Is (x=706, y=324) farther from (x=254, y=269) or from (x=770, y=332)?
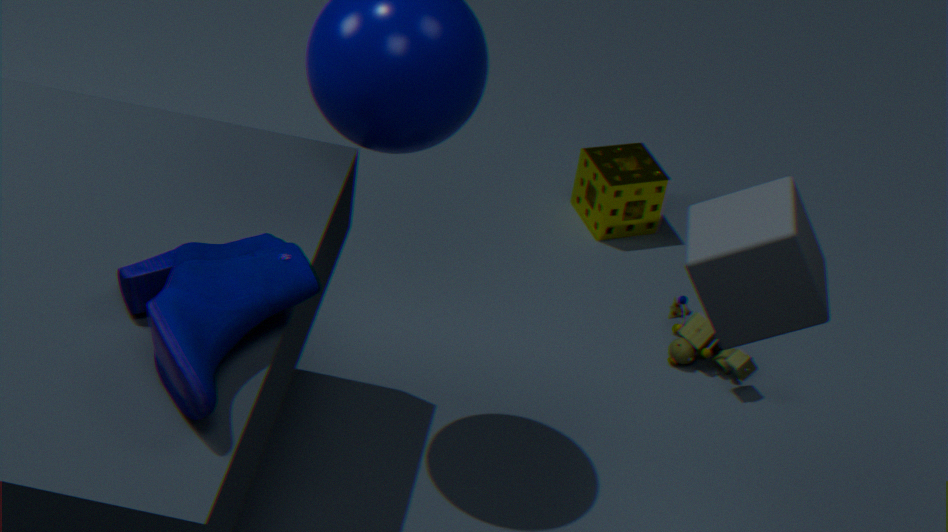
(x=254, y=269)
